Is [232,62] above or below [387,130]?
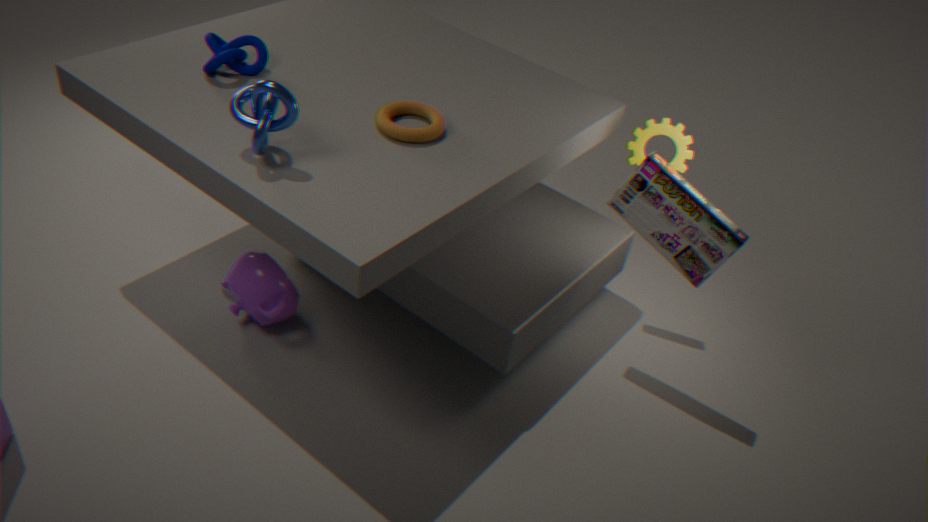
above
